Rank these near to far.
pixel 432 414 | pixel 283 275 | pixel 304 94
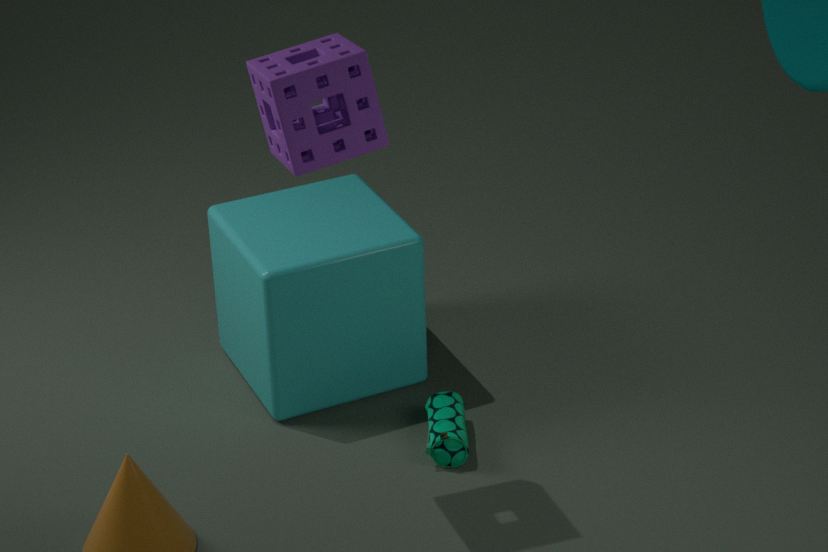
pixel 304 94 < pixel 283 275 < pixel 432 414
